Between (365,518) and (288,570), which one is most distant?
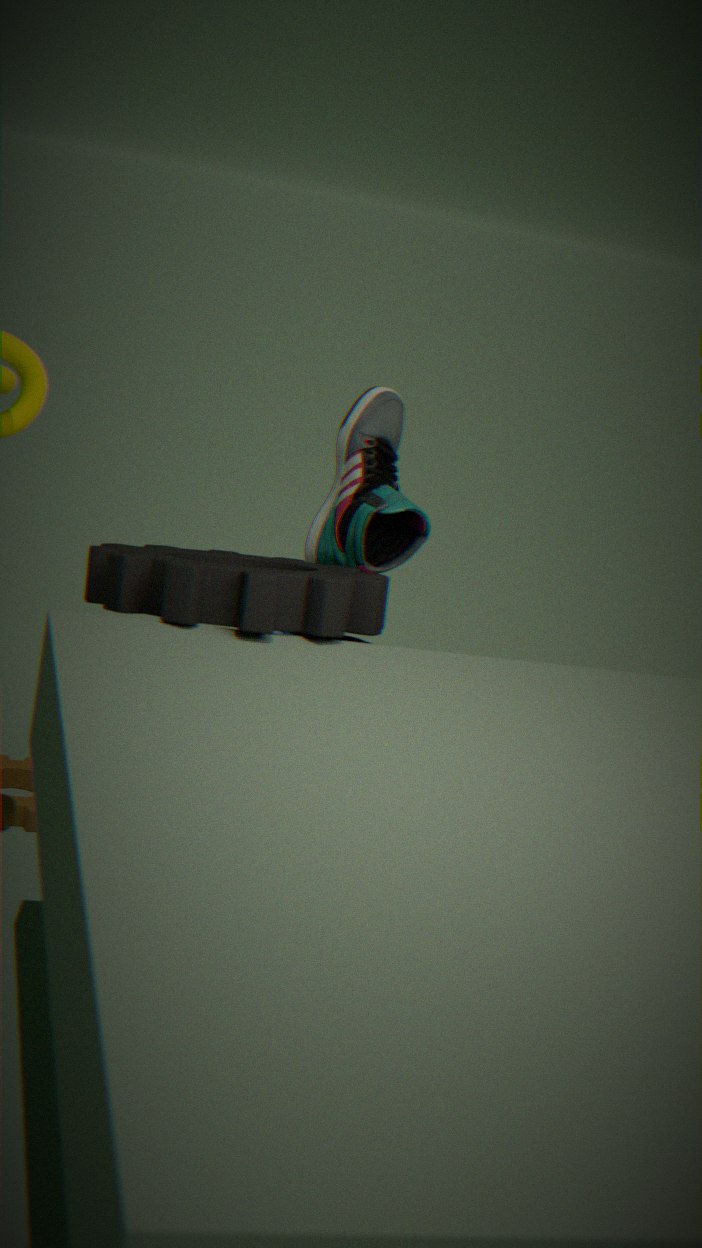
(365,518)
